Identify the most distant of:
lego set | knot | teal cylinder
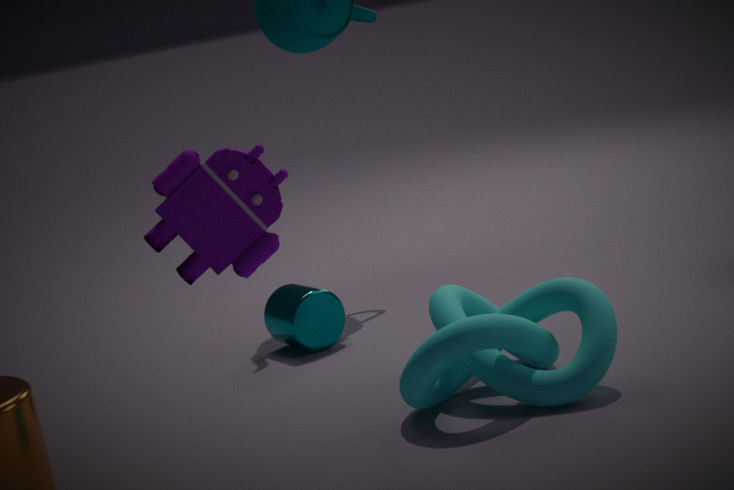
teal cylinder
